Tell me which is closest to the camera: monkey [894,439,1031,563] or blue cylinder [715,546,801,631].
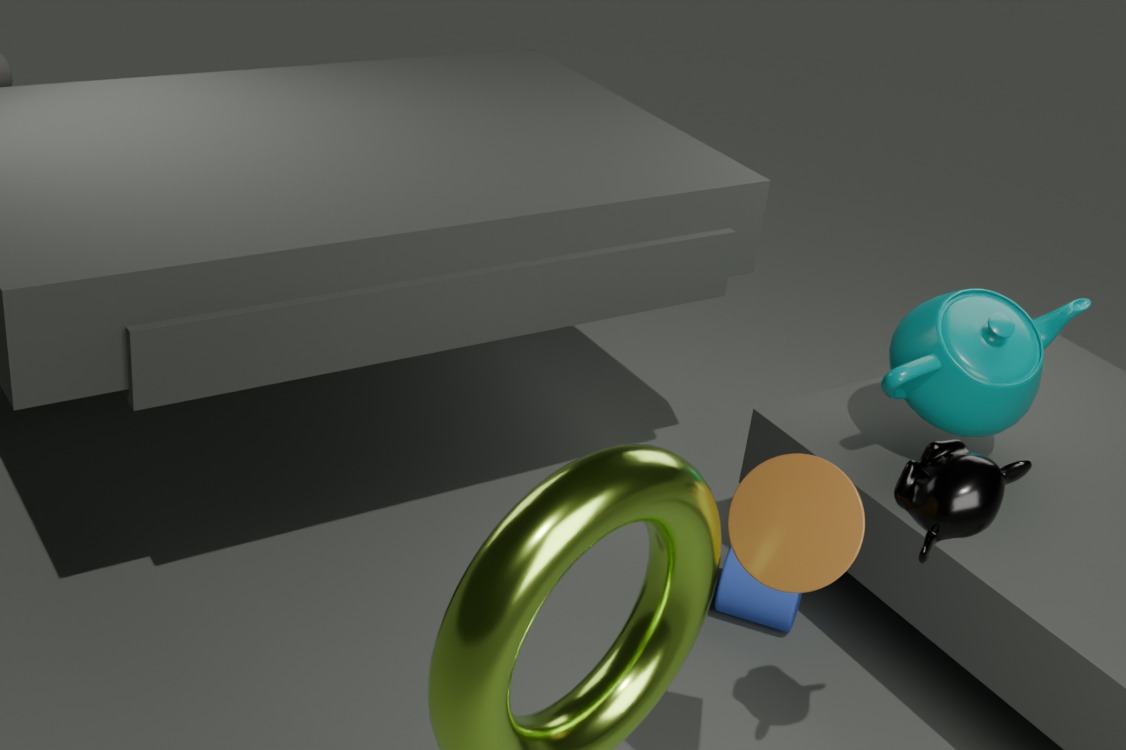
monkey [894,439,1031,563]
